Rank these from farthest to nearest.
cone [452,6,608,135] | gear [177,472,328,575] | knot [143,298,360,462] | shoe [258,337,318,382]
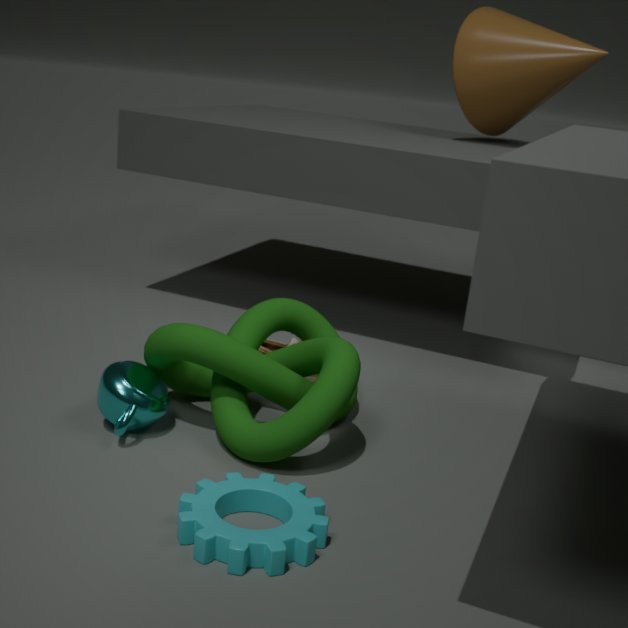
cone [452,6,608,135], shoe [258,337,318,382], knot [143,298,360,462], gear [177,472,328,575]
